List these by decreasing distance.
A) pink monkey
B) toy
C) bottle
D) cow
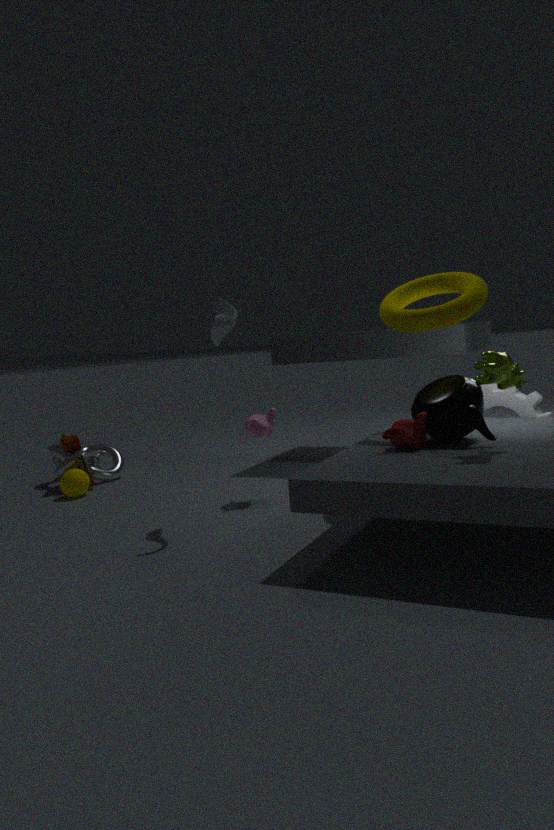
B. toy < A. pink monkey < C. bottle < D. cow
